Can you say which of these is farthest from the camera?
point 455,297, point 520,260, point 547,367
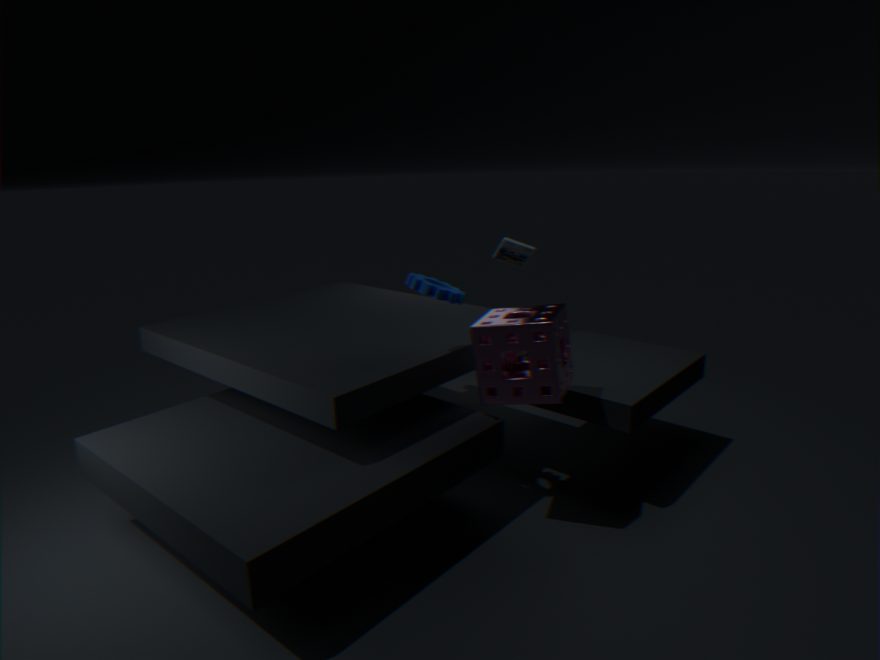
point 520,260
